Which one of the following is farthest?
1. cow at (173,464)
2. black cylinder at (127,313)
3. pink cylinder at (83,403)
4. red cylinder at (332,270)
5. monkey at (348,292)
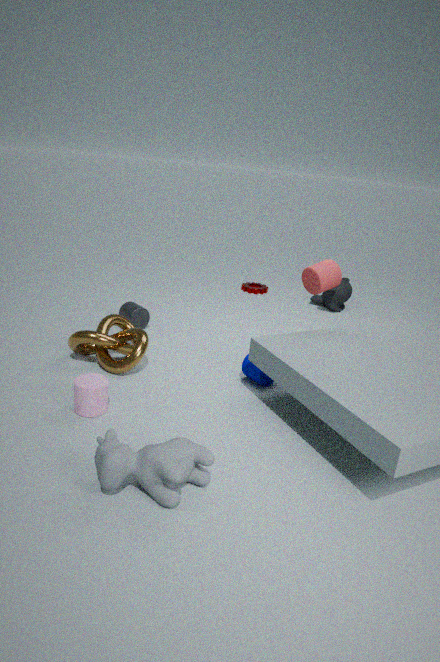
monkey at (348,292)
